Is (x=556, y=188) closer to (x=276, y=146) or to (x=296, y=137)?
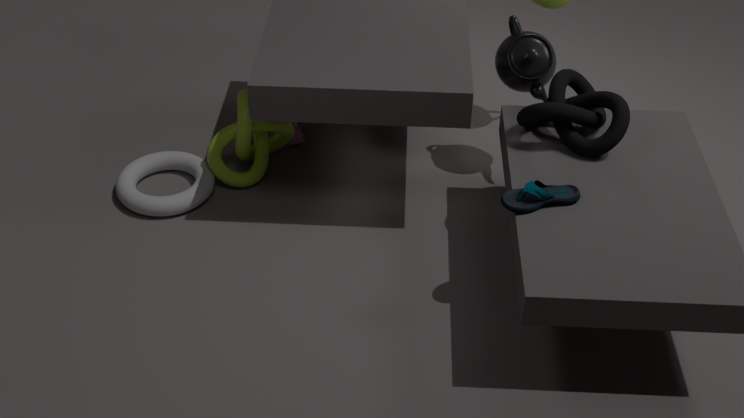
(x=276, y=146)
